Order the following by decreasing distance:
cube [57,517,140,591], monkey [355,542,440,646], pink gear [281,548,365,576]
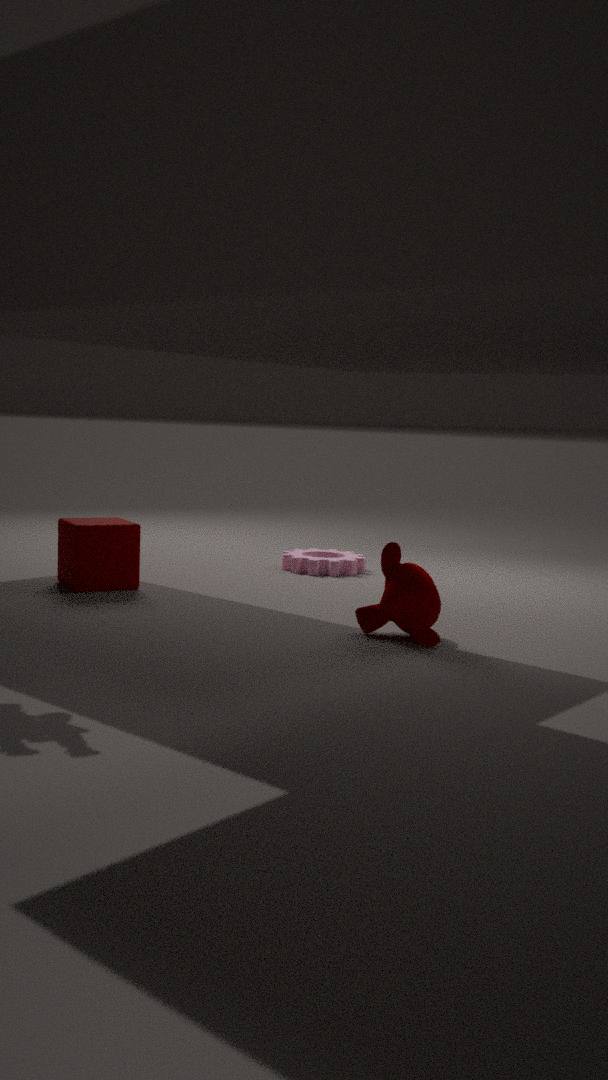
pink gear [281,548,365,576] → cube [57,517,140,591] → monkey [355,542,440,646]
